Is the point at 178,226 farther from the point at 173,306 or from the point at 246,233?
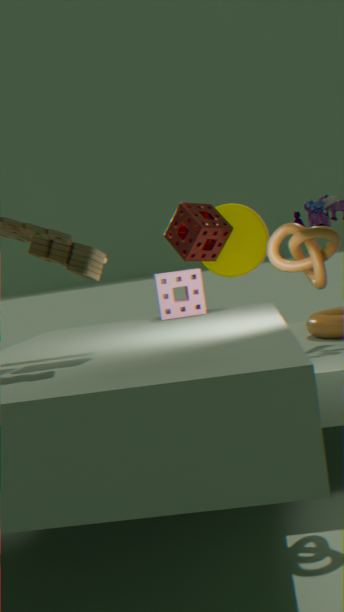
the point at 246,233
